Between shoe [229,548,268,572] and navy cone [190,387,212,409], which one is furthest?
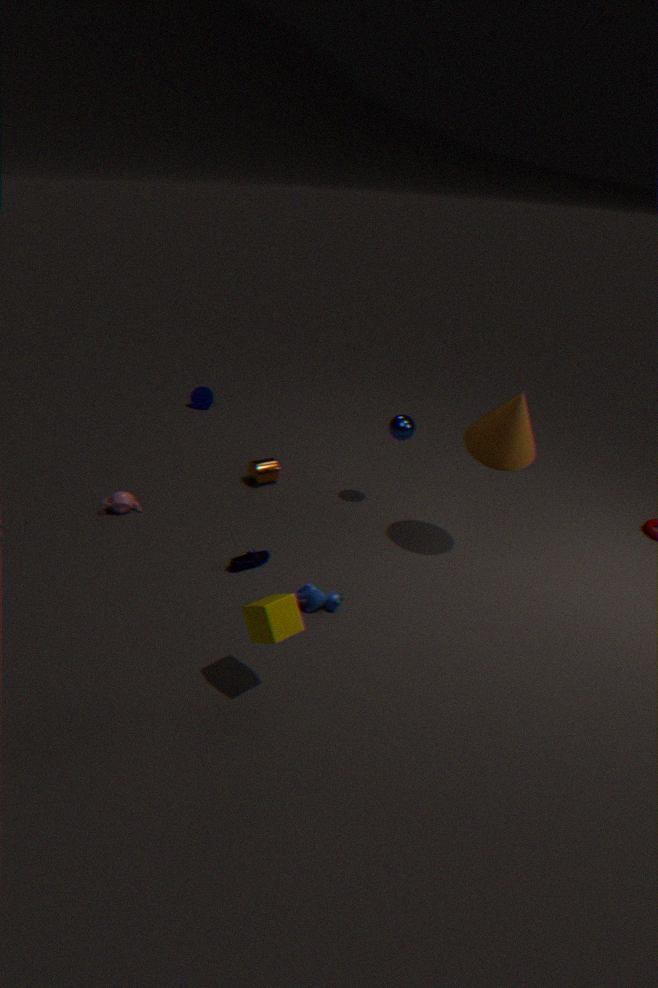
navy cone [190,387,212,409]
